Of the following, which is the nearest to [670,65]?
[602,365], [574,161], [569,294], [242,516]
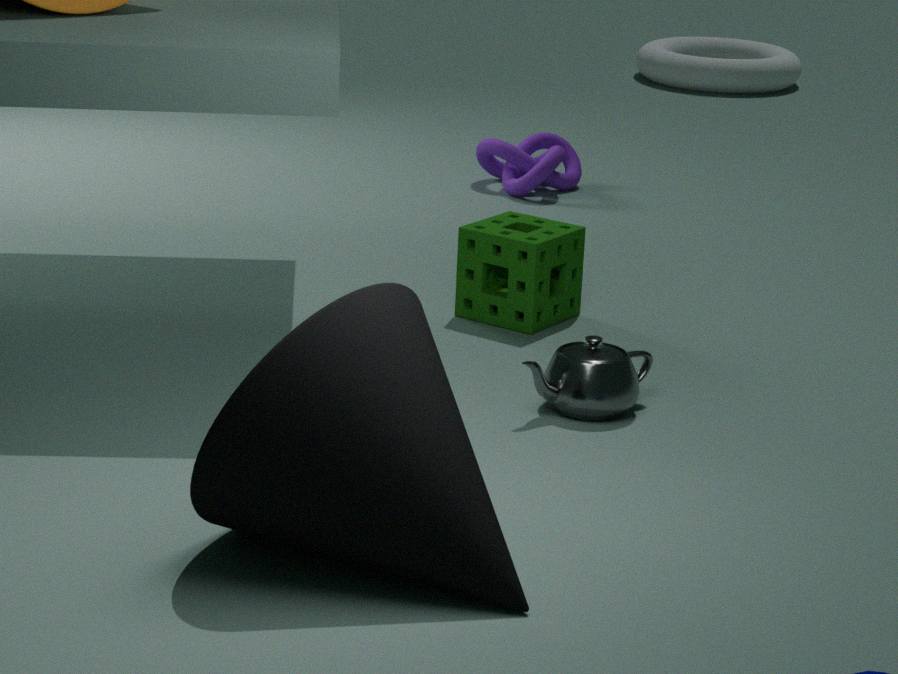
[574,161]
